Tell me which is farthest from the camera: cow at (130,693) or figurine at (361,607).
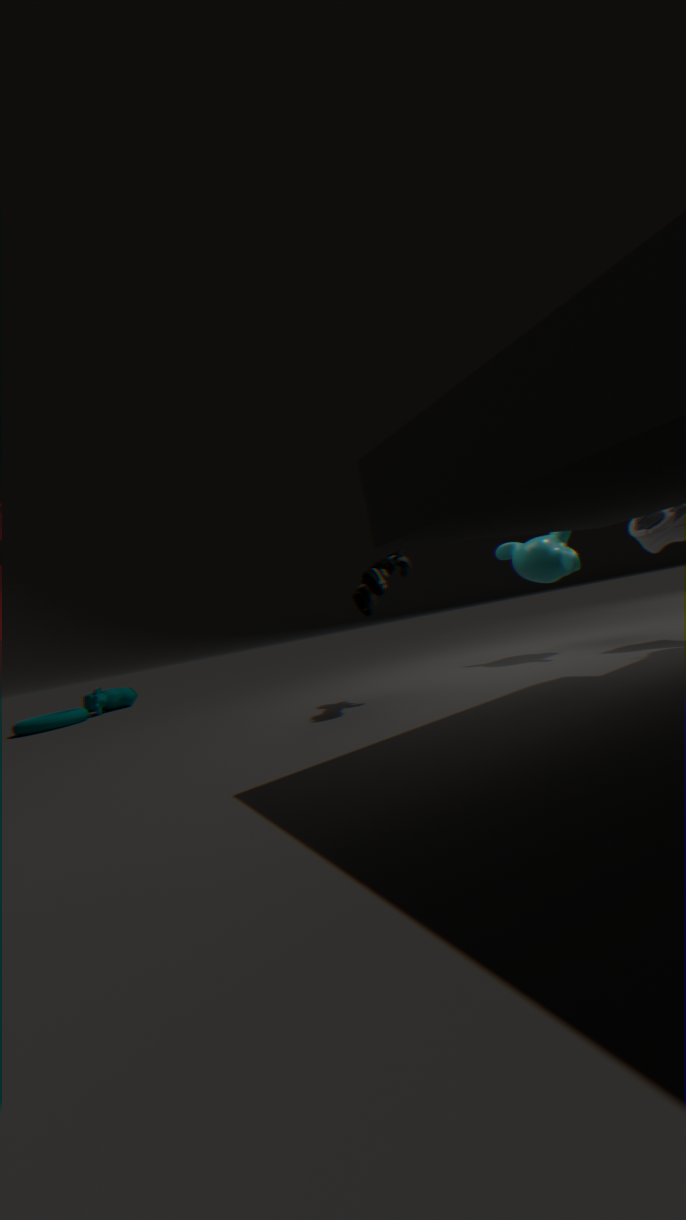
cow at (130,693)
